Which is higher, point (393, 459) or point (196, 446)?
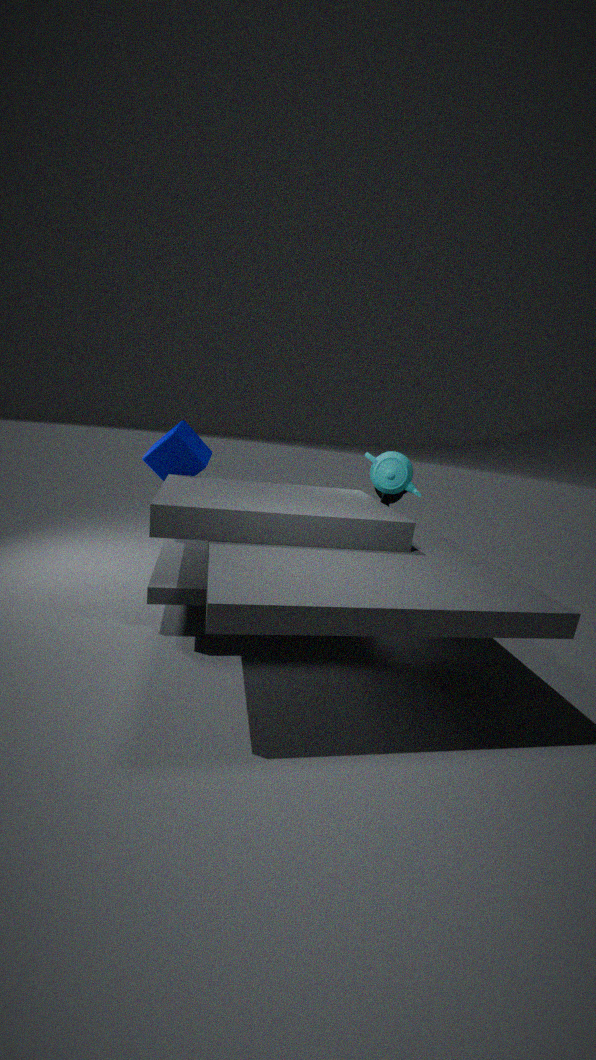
point (393, 459)
